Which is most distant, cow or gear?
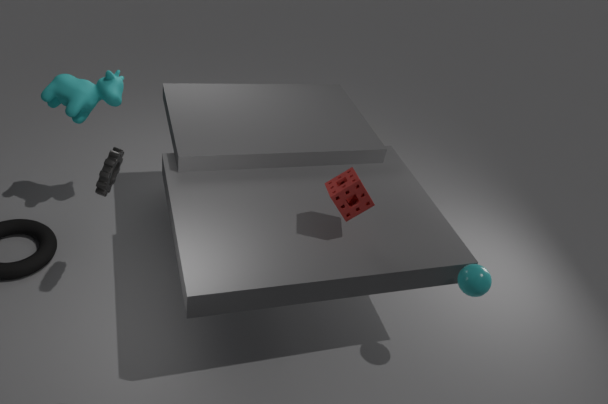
cow
